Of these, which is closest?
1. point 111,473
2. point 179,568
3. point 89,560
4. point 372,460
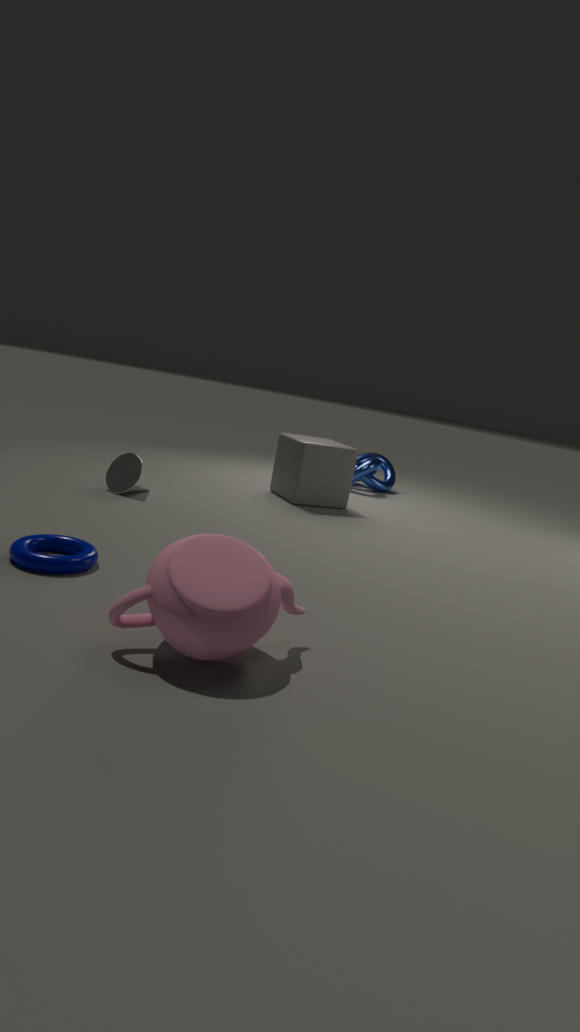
point 179,568
